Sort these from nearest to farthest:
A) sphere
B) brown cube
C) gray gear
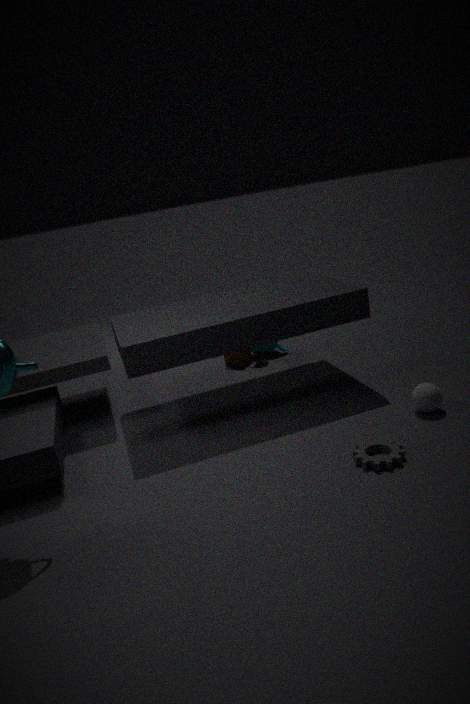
gray gear < sphere < brown cube
